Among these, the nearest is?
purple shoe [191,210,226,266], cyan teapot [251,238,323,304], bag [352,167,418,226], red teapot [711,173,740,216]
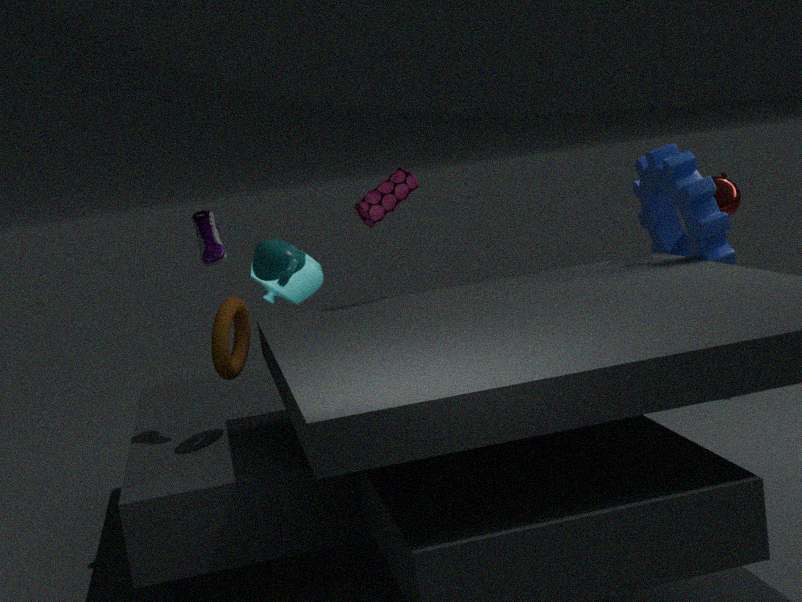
cyan teapot [251,238,323,304]
